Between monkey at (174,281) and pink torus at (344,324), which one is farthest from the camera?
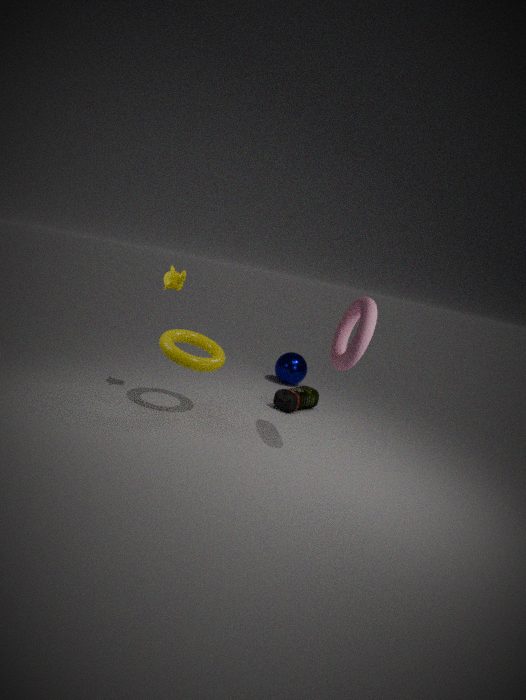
monkey at (174,281)
